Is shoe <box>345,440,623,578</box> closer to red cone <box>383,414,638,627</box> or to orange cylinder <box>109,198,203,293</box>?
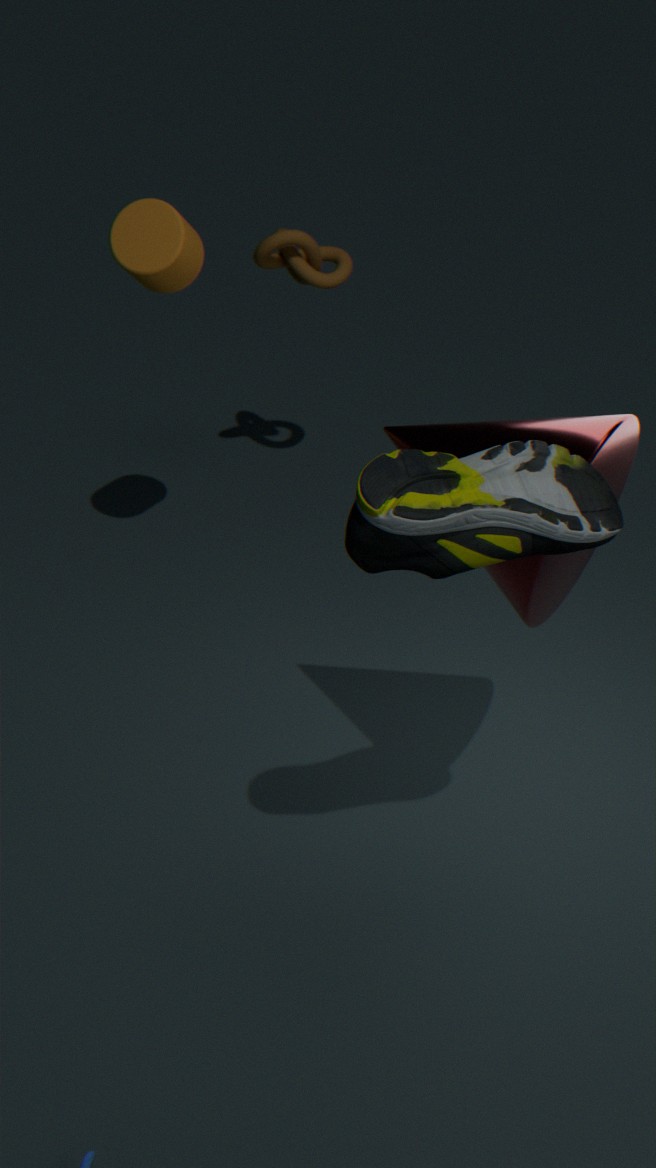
red cone <box>383,414,638,627</box>
